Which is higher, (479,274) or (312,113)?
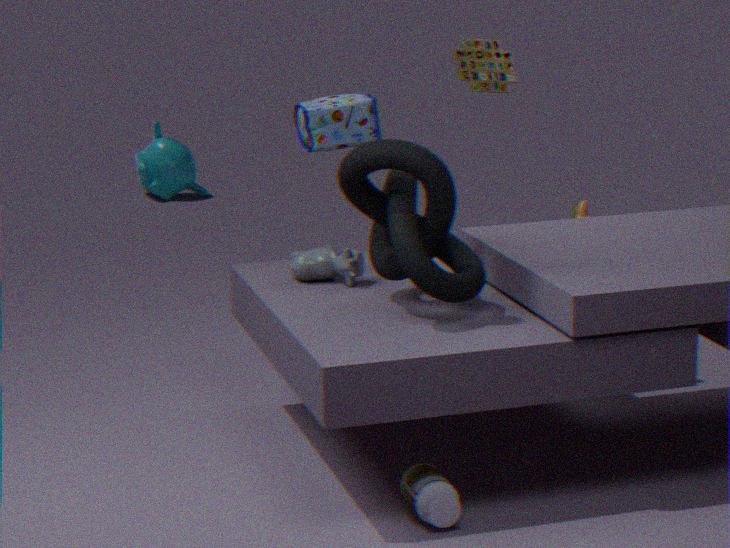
(312,113)
